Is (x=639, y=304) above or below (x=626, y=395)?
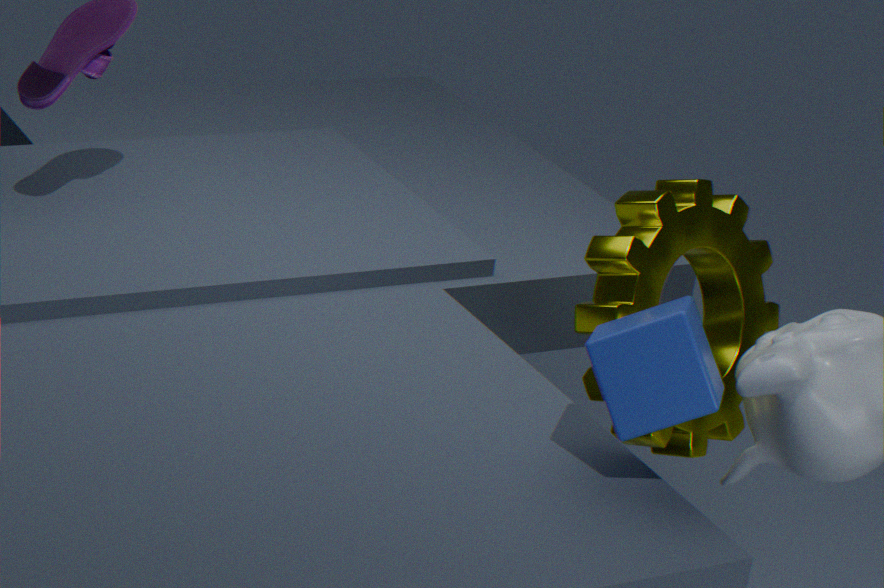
below
